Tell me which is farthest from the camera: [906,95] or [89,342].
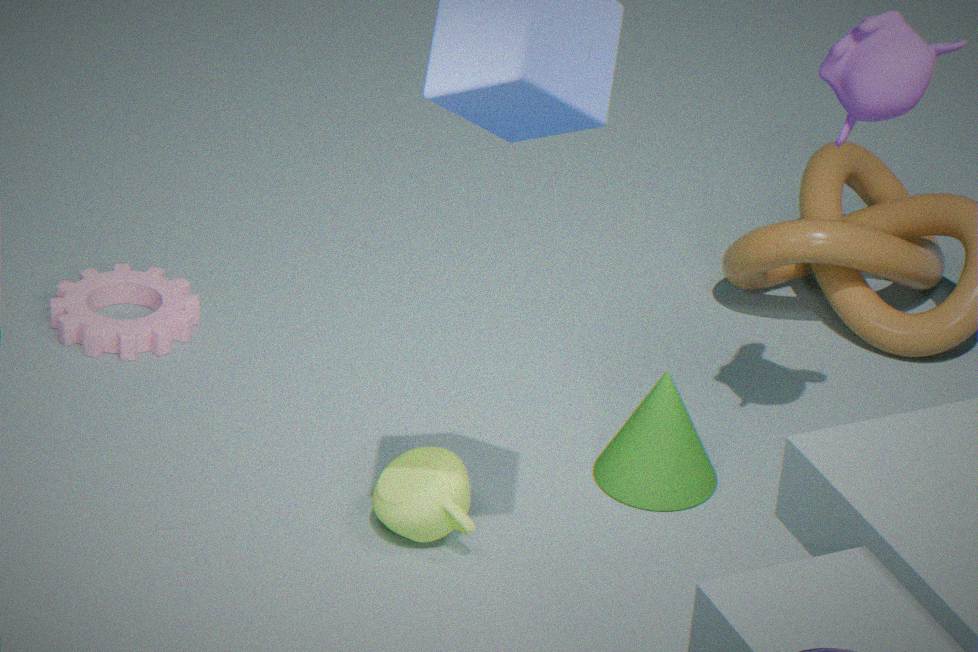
[89,342]
